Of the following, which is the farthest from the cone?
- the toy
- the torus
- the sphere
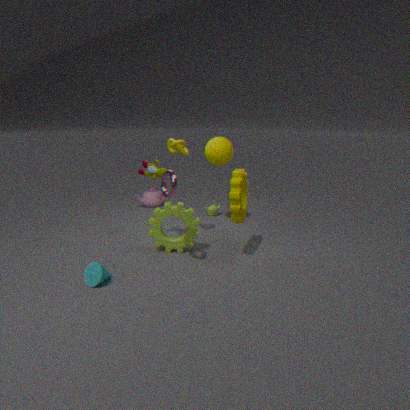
the sphere
